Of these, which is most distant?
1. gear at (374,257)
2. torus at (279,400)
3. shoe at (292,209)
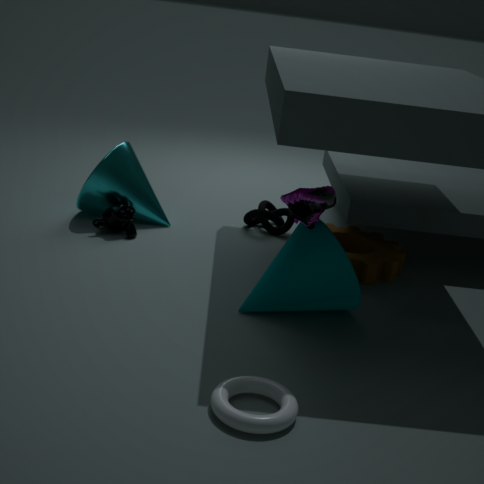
gear at (374,257)
